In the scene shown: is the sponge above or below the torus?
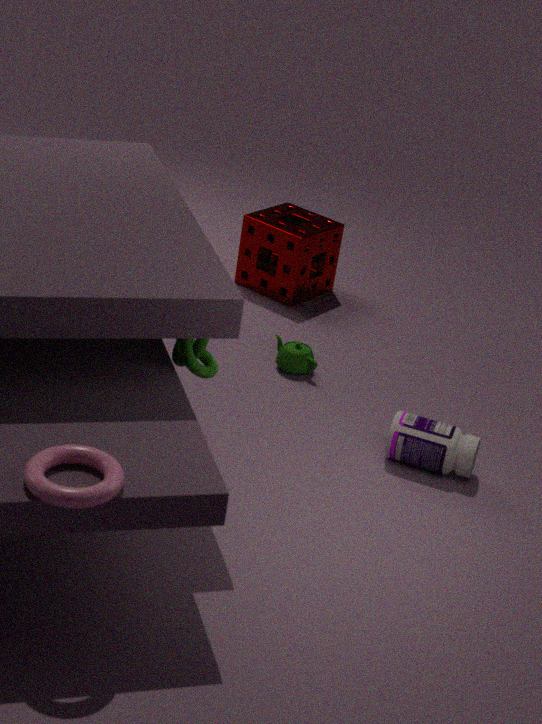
below
